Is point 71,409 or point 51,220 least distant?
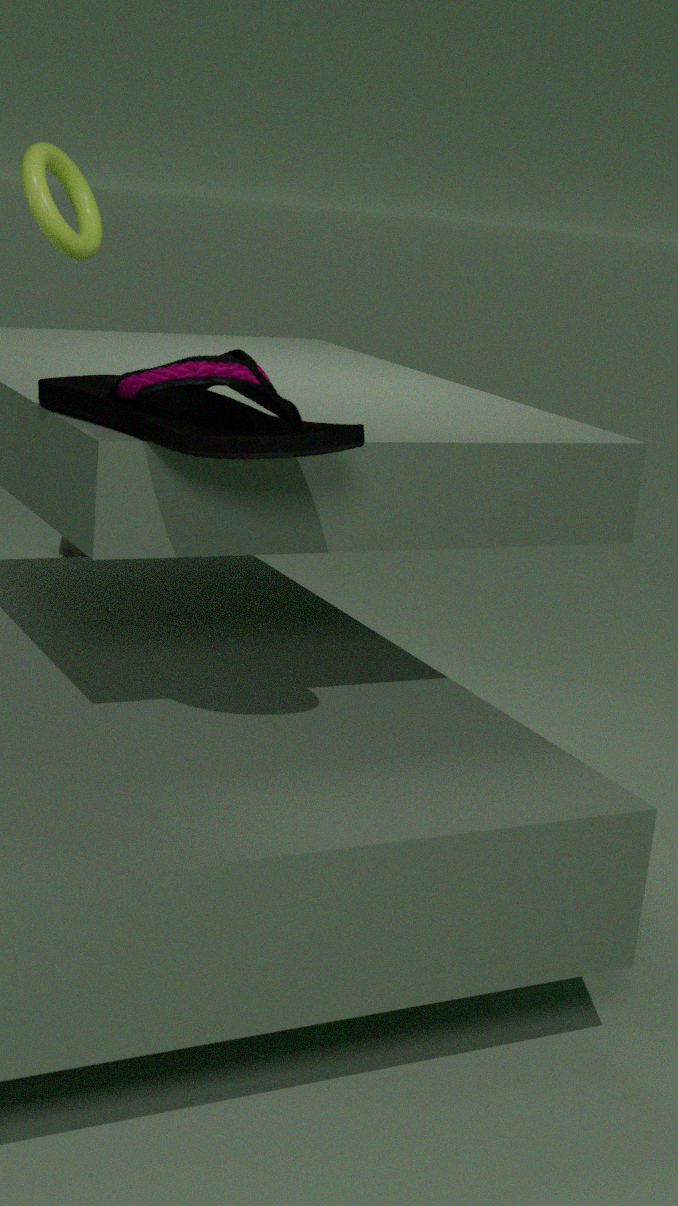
point 71,409
